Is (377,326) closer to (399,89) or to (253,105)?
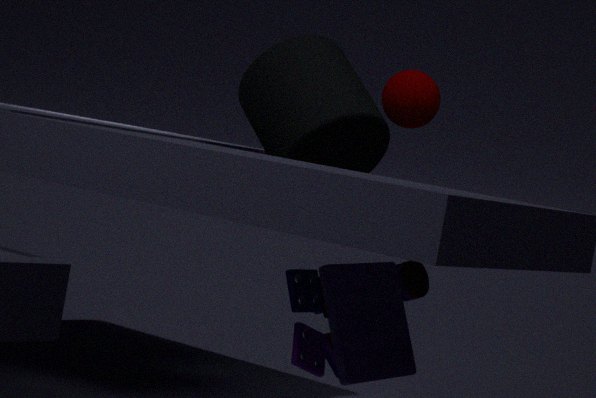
(253,105)
